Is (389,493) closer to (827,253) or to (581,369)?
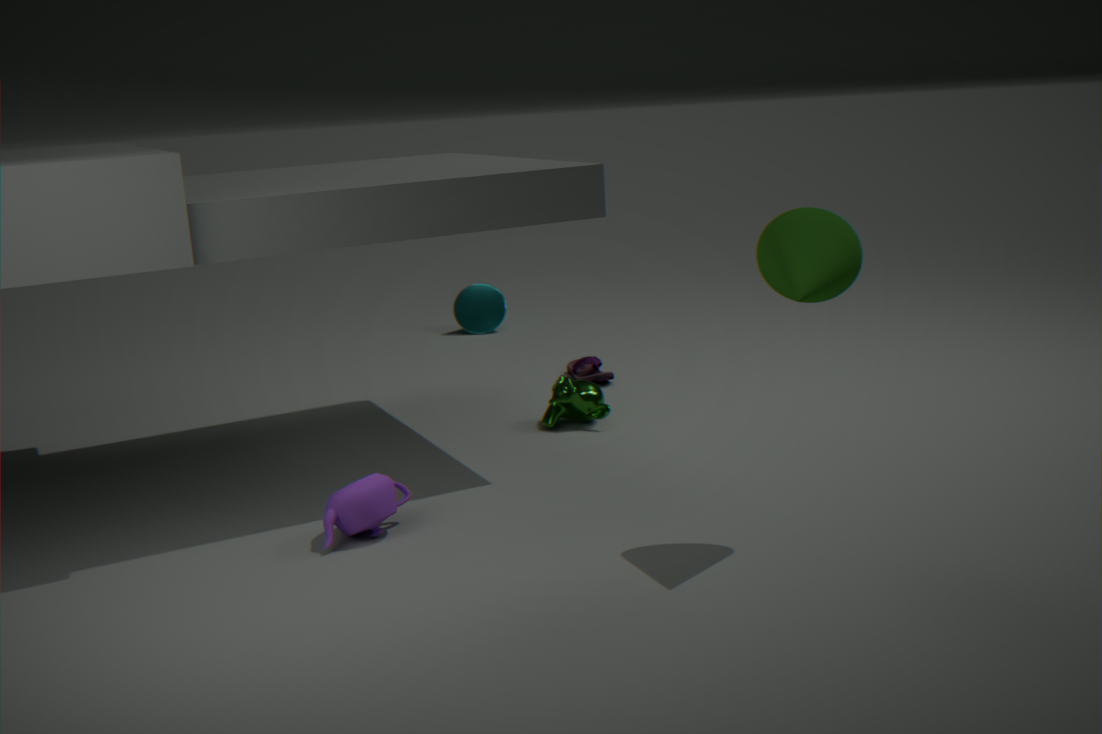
(827,253)
